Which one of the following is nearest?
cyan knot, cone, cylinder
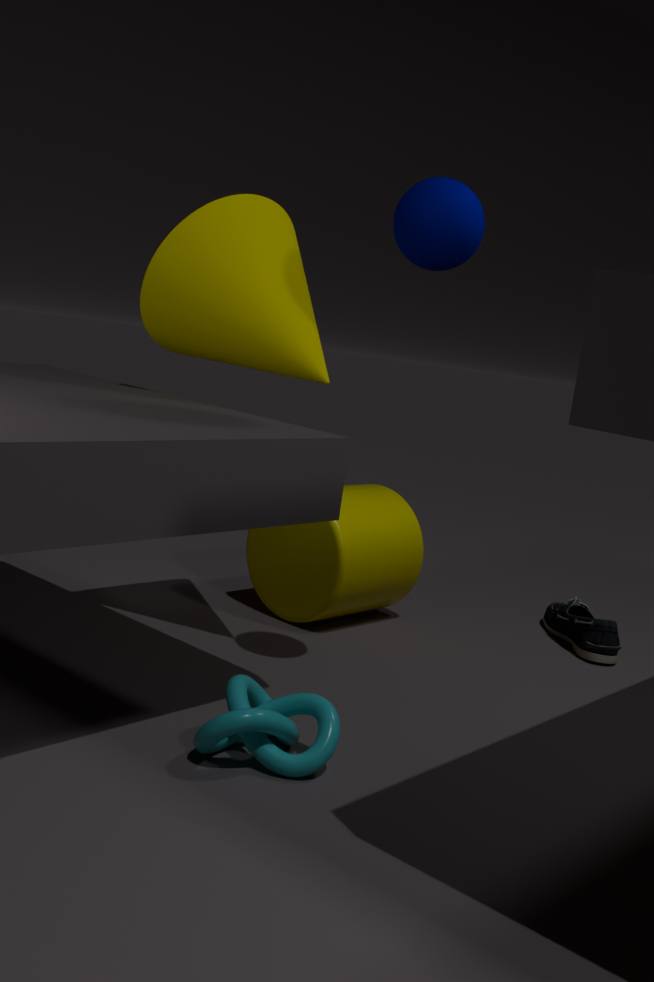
cyan knot
